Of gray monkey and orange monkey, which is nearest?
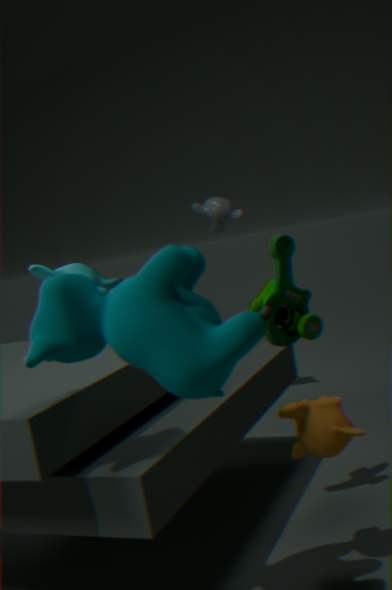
orange monkey
